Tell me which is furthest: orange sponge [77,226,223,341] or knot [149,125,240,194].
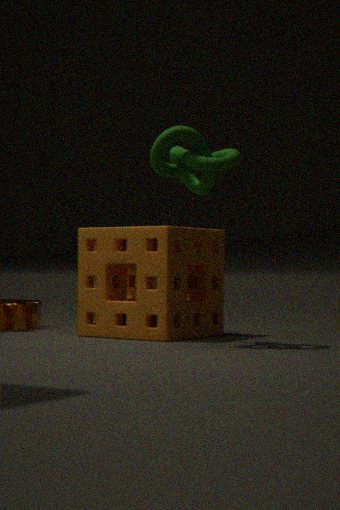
orange sponge [77,226,223,341]
